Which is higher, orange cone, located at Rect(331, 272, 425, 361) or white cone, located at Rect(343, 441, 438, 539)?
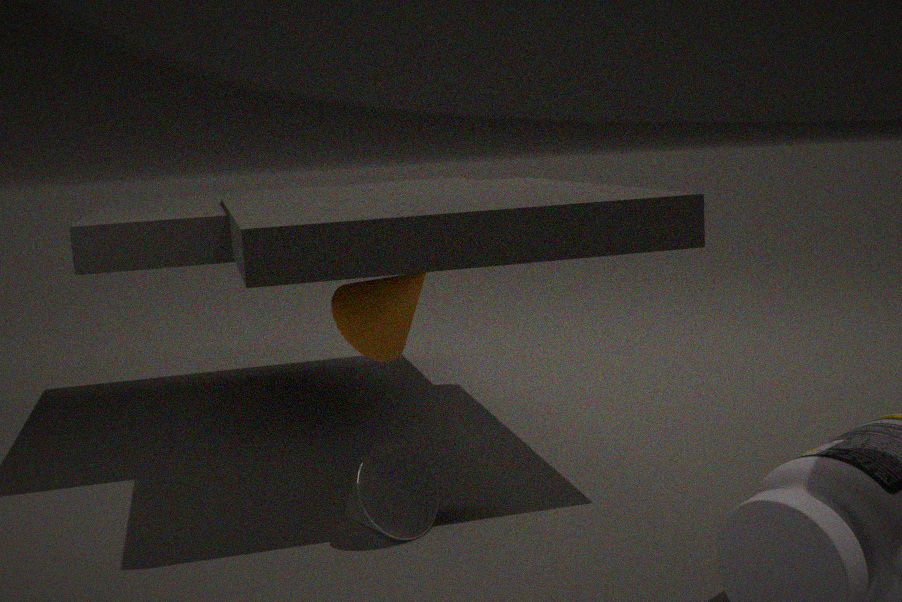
orange cone, located at Rect(331, 272, 425, 361)
